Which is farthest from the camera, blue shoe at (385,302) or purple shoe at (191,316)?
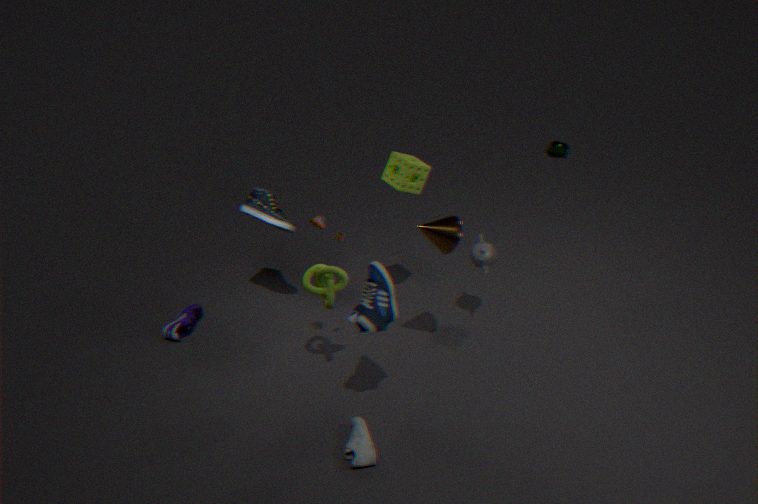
purple shoe at (191,316)
